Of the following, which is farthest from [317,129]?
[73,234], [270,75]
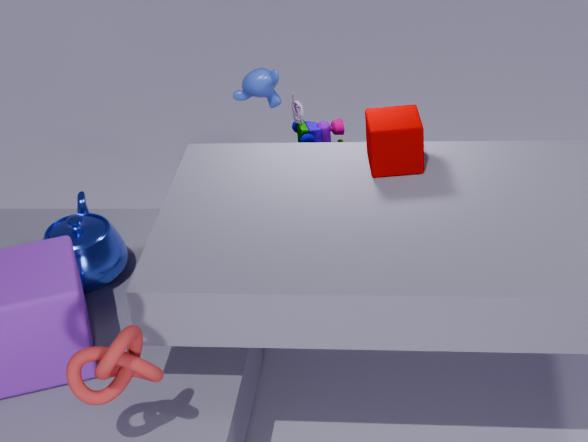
[73,234]
